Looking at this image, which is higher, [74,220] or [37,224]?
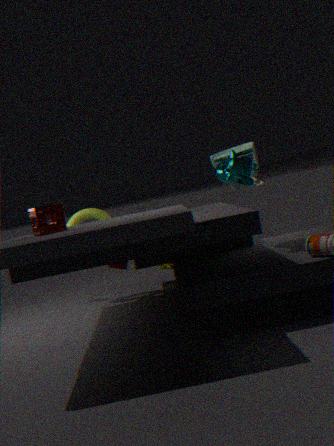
[37,224]
